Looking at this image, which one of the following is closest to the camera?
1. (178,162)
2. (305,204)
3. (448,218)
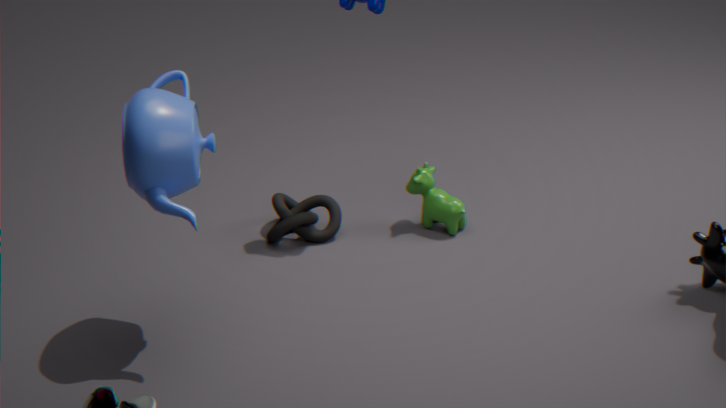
(178,162)
